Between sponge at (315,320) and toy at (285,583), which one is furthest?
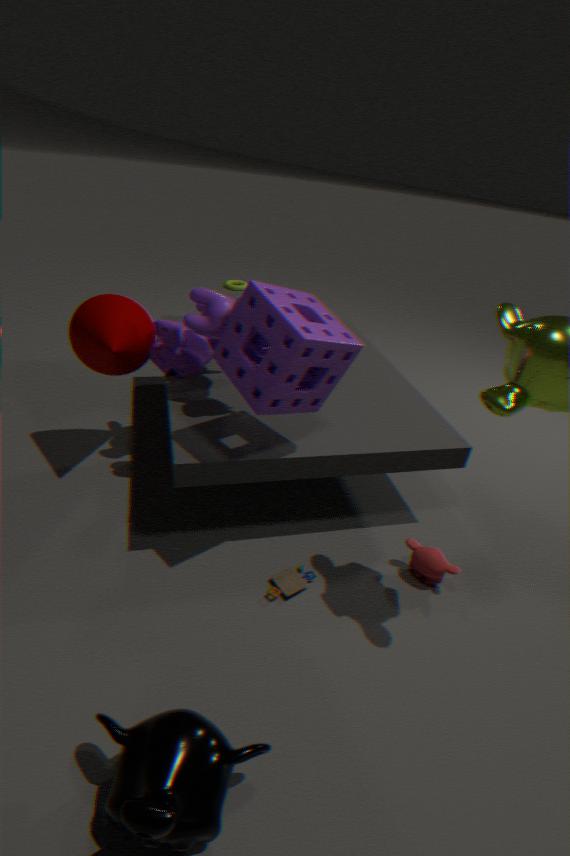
toy at (285,583)
